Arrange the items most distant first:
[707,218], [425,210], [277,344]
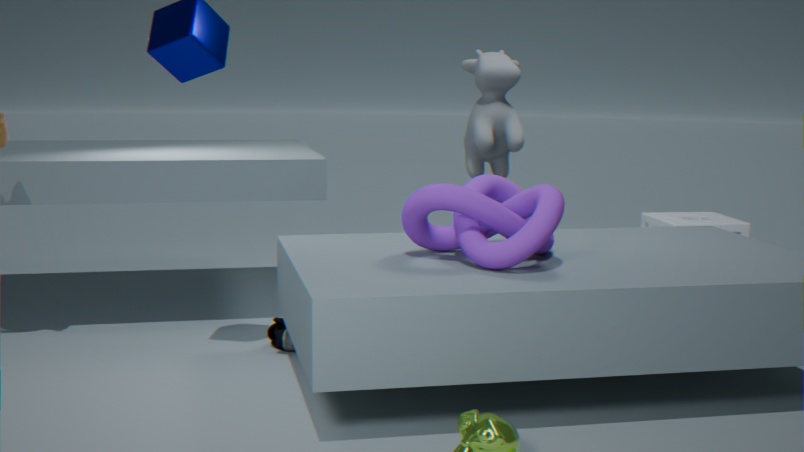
[707,218], [277,344], [425,210]
